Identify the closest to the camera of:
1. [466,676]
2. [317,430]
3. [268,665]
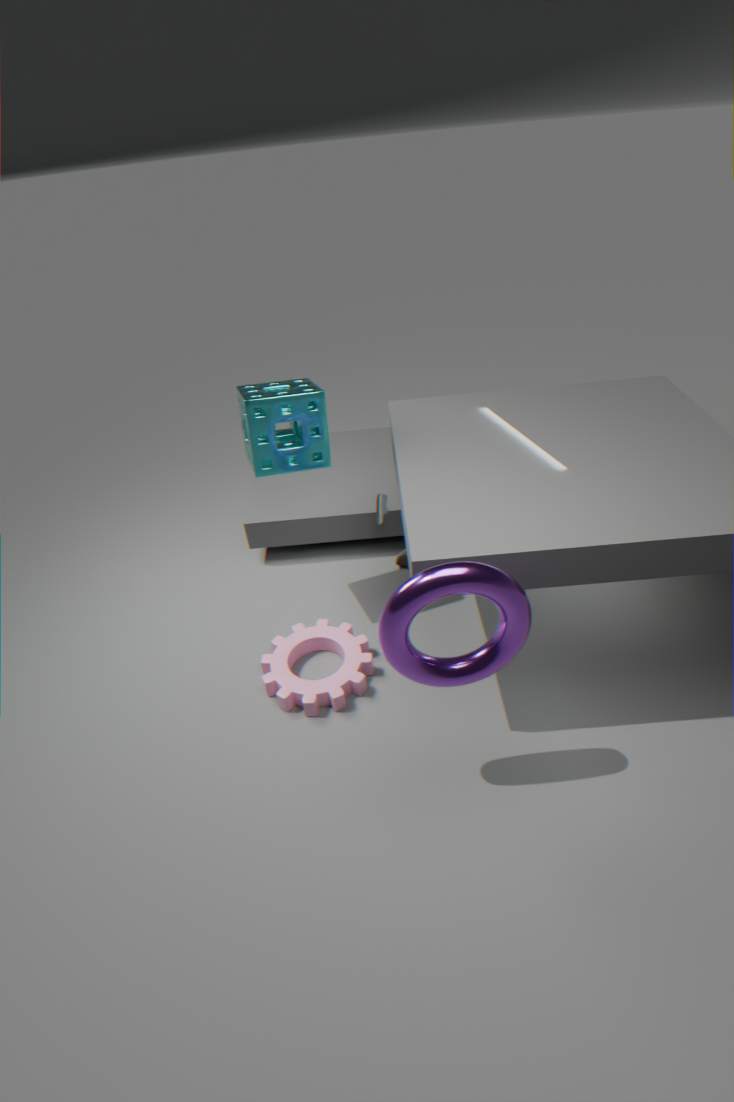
[466,676]
